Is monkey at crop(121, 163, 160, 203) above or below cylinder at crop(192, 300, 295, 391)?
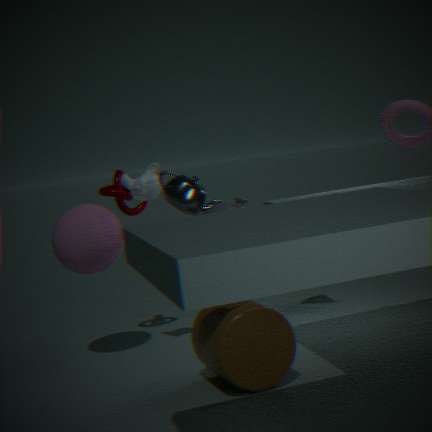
above
